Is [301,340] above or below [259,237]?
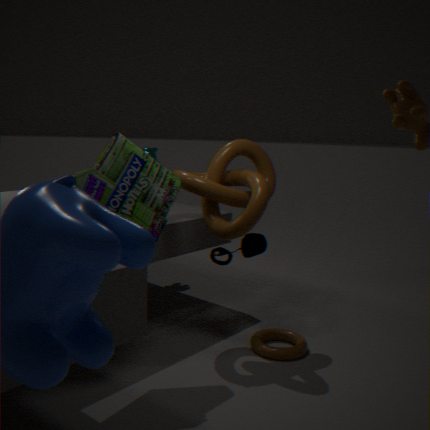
below
